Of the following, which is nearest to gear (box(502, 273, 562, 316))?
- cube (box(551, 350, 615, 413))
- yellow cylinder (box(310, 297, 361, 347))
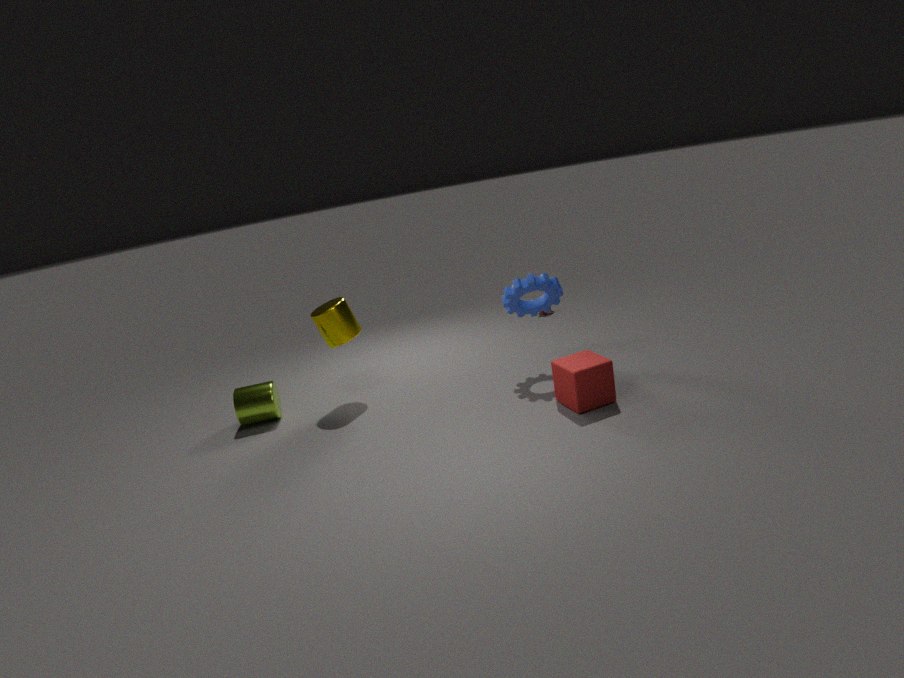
cube (box(551, 350, 615, 413))
